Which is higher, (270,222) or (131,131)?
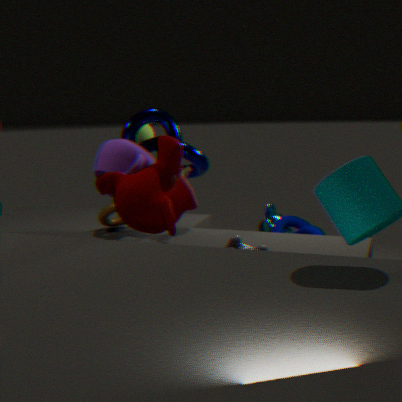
(131,131)
